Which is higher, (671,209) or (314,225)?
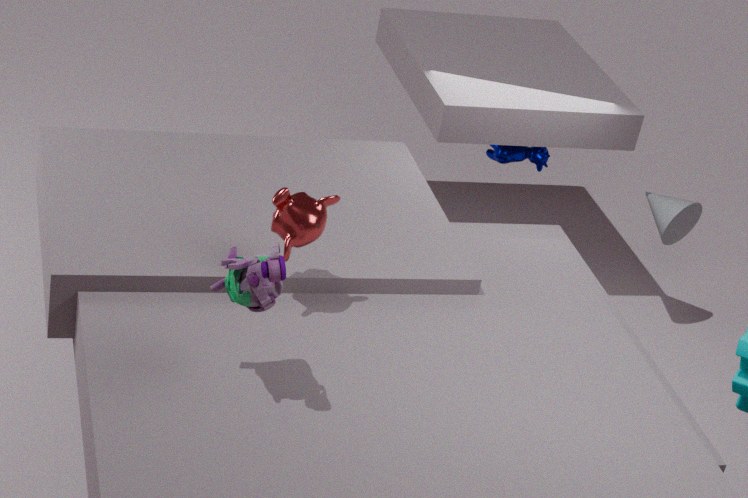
(314,225)
